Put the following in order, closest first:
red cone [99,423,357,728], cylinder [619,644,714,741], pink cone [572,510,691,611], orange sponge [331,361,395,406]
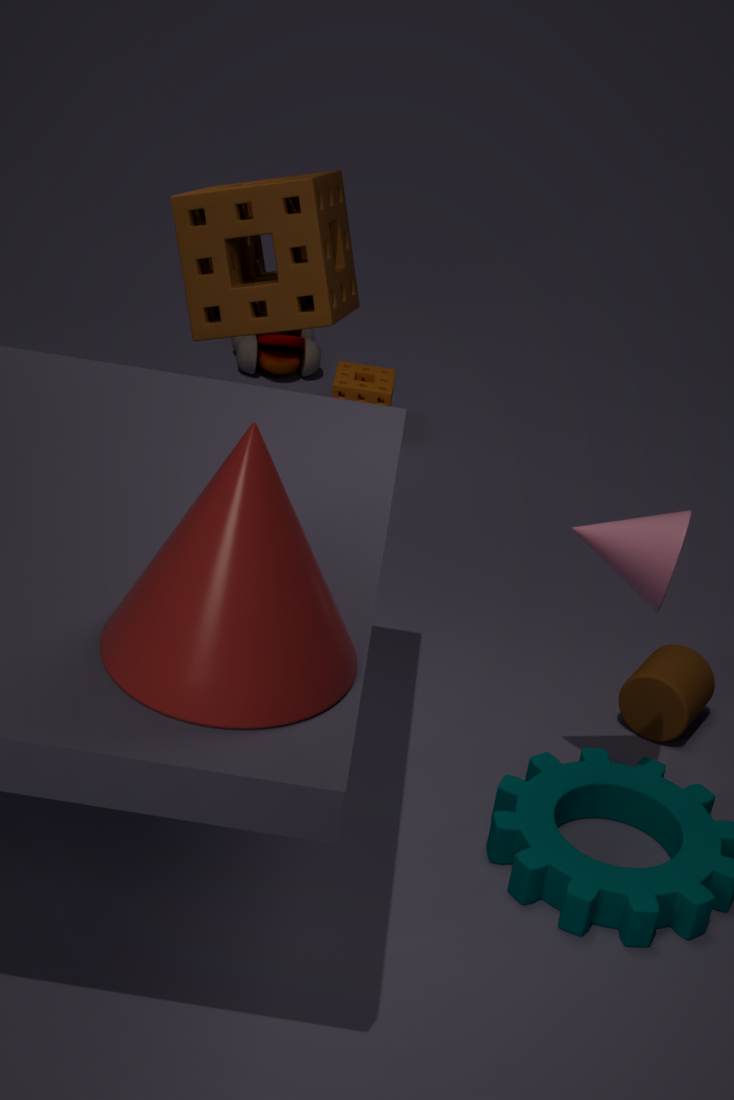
red cone [99,423,357,728] < pink cone [572,510,691,611] < cylinder [619,644,714,741] < orange sponge [331,361,395,406]
